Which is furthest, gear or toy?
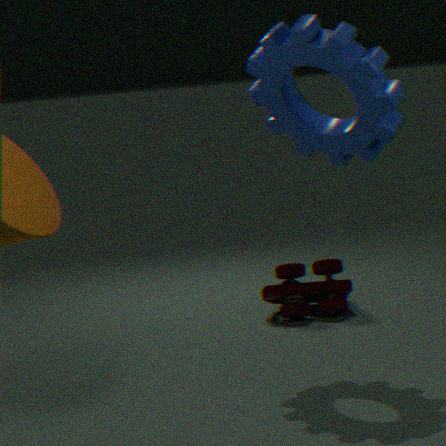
toy
